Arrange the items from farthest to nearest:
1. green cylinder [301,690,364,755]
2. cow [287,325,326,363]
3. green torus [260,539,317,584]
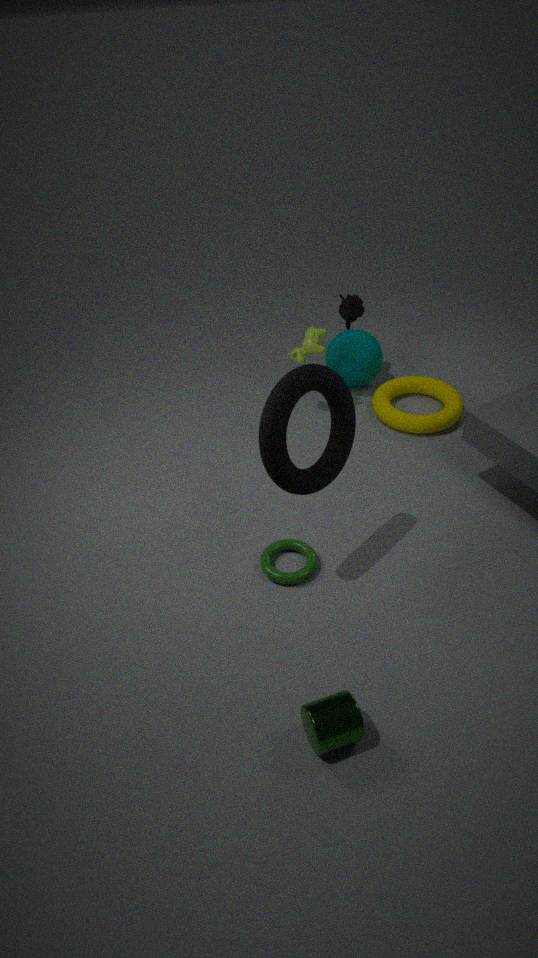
cow [287,325,326,363]
green torus [260,539,317,584]
green cylinder [301,690,364,755]
